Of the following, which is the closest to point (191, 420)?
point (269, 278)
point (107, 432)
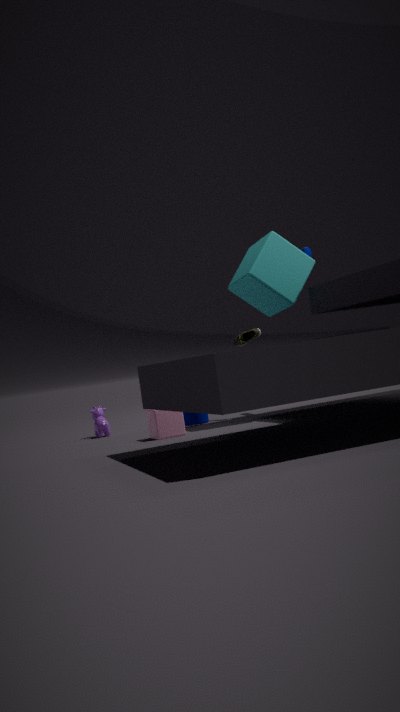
point (107, 432)
